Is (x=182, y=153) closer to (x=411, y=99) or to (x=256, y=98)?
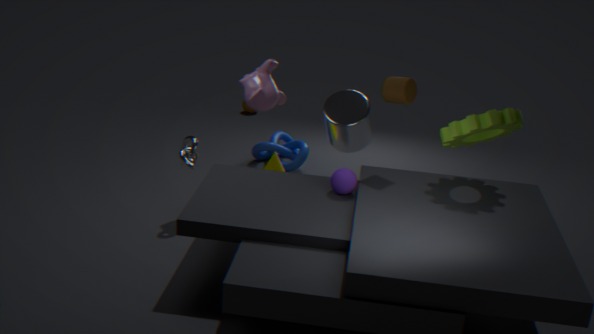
(x=256, y=98)
